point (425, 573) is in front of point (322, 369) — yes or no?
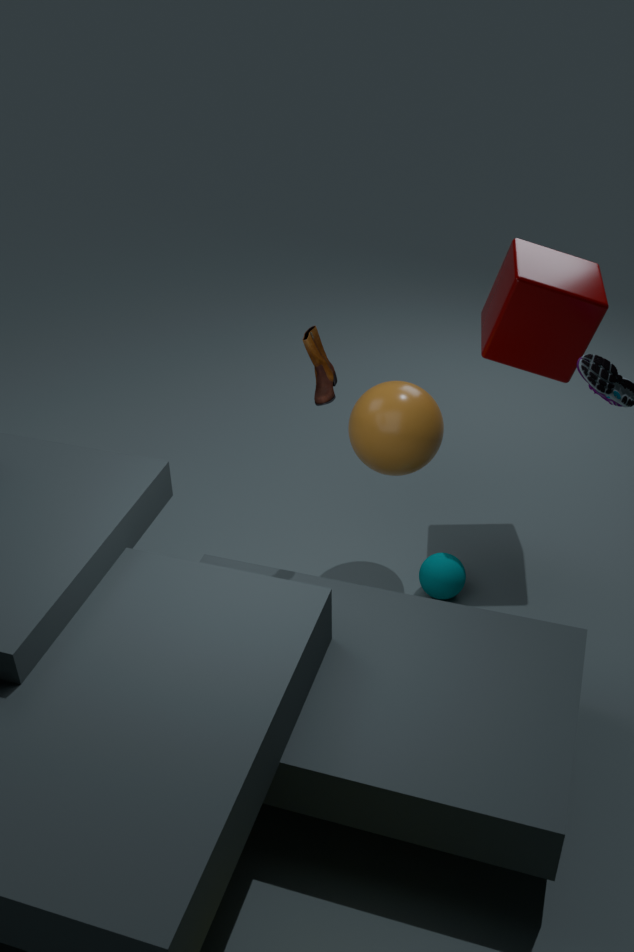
No
